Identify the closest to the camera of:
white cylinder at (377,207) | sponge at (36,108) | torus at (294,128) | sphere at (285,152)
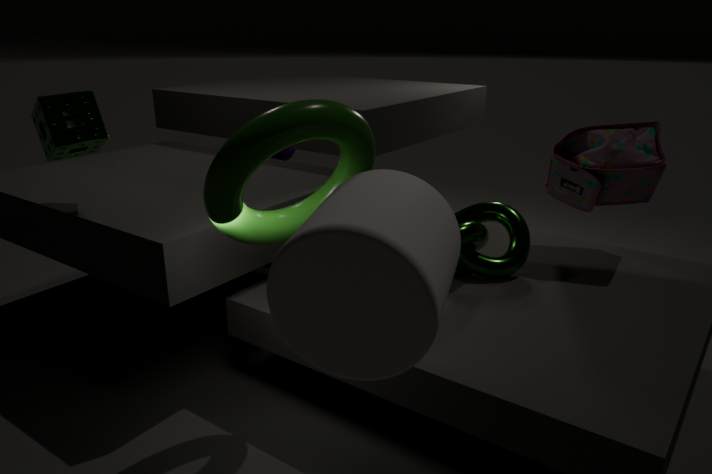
white cylinder at (377,207)
